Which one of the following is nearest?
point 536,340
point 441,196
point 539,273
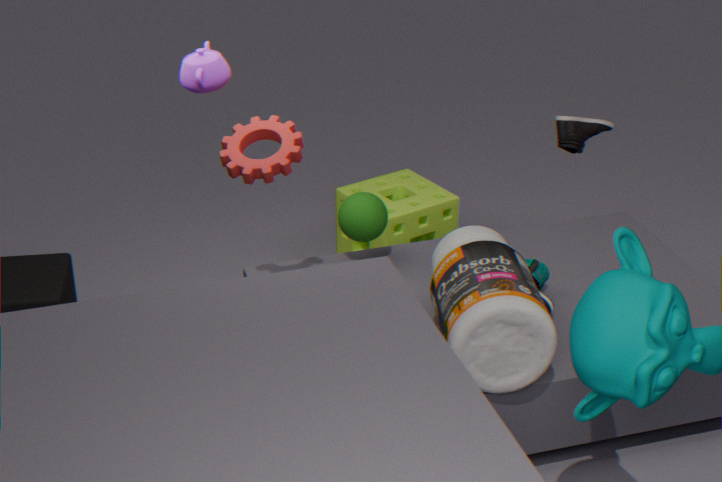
point 536,340
